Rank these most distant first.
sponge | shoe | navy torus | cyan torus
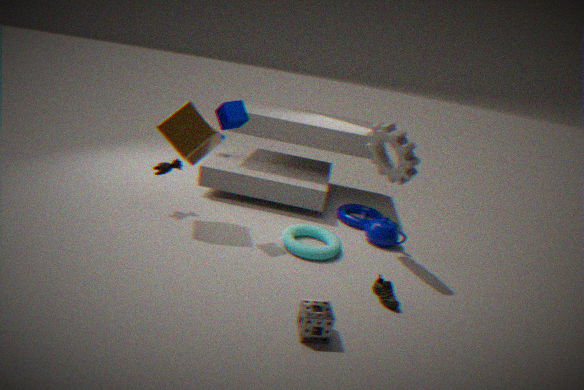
navy torus
cyan torus
shoe
sponge
